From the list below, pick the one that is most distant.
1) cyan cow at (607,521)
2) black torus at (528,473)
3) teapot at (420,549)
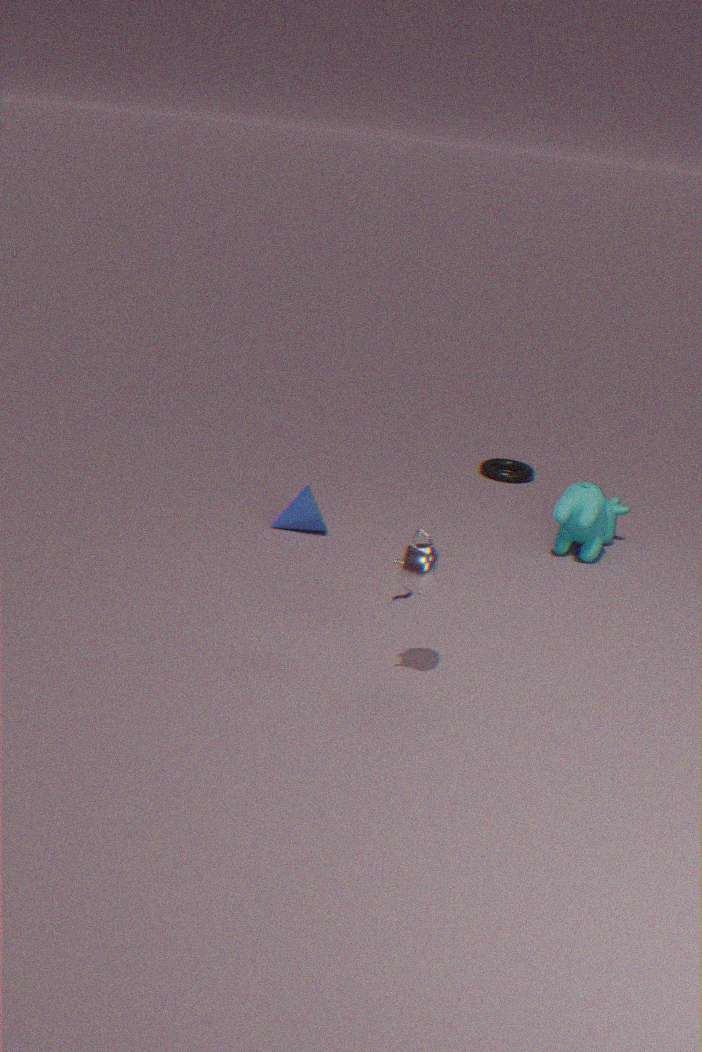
2. black torus at (528,473)
